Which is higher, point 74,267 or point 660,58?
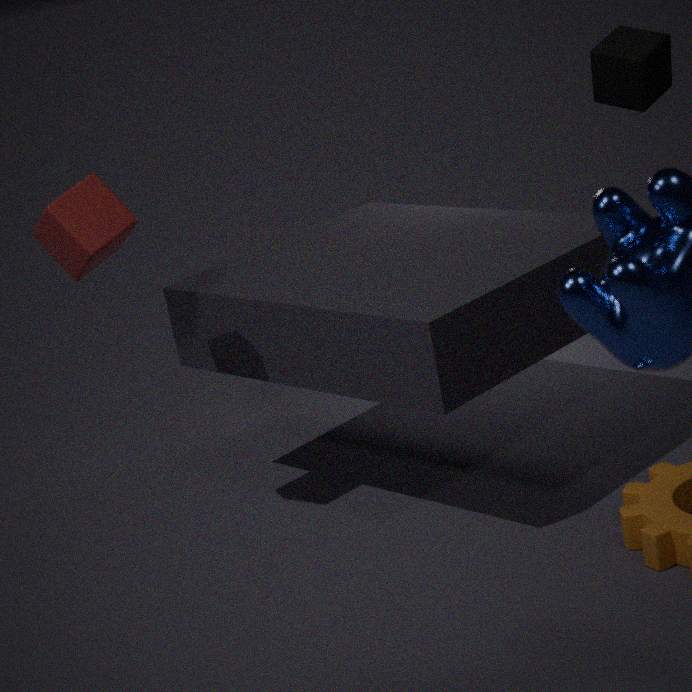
point 660,58
